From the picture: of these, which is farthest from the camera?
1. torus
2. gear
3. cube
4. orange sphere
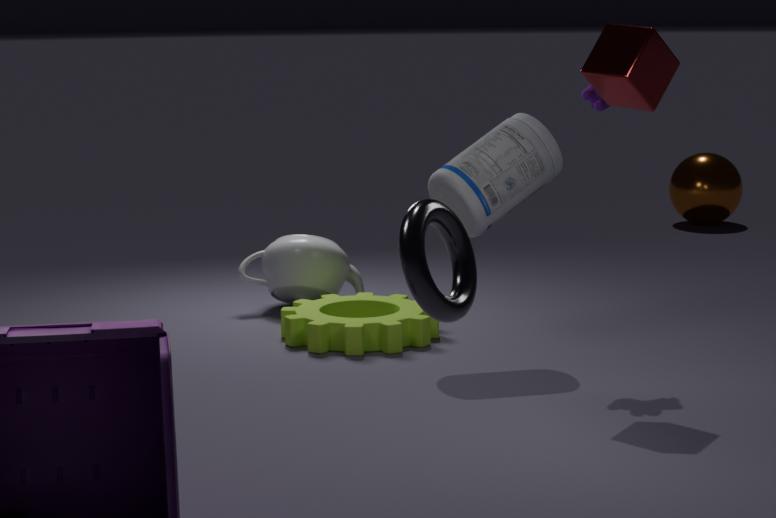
orange sphere
